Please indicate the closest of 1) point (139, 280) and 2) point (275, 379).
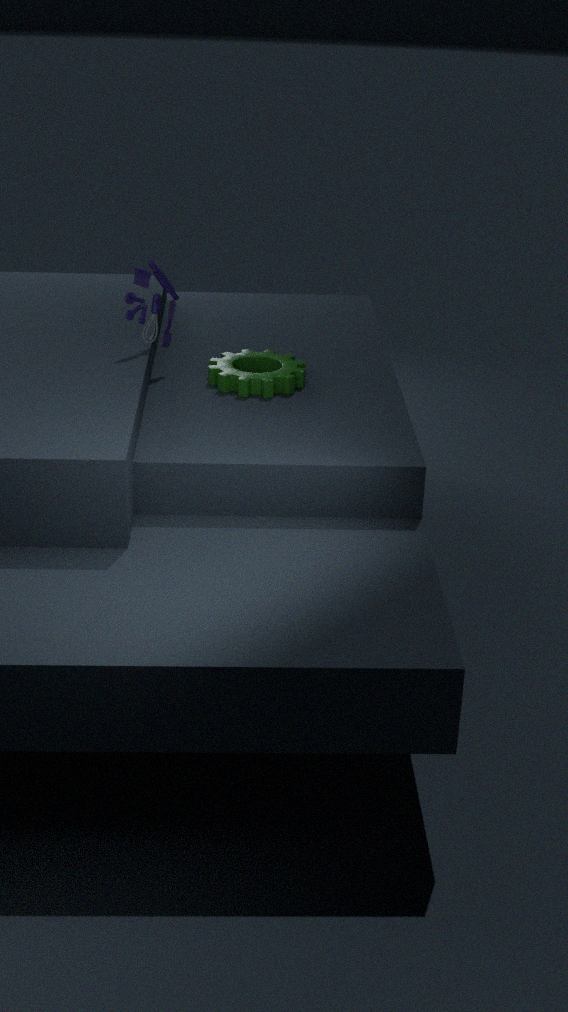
1. point (139, 280)
